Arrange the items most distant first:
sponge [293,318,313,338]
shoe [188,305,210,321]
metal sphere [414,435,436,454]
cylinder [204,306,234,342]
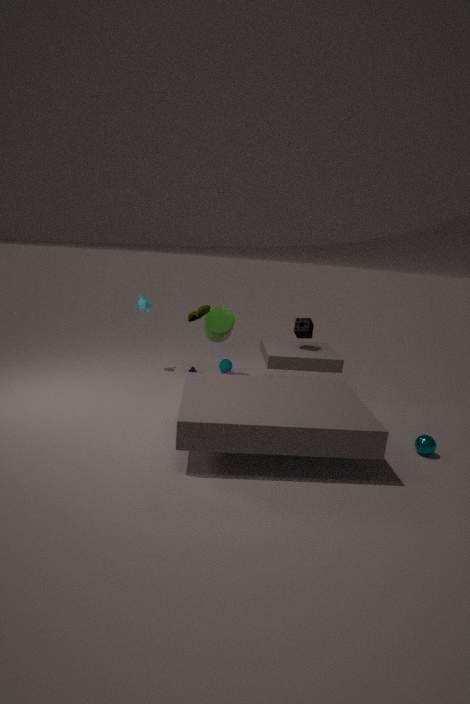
cylinder [204,306,234,342]
sponge [293,318,313,338]
shoe [188,305,210,321]
metal sphere [414,435,436,454]
